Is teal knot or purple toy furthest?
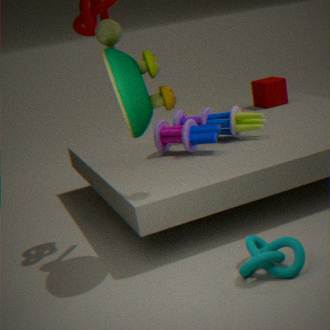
purple toy
